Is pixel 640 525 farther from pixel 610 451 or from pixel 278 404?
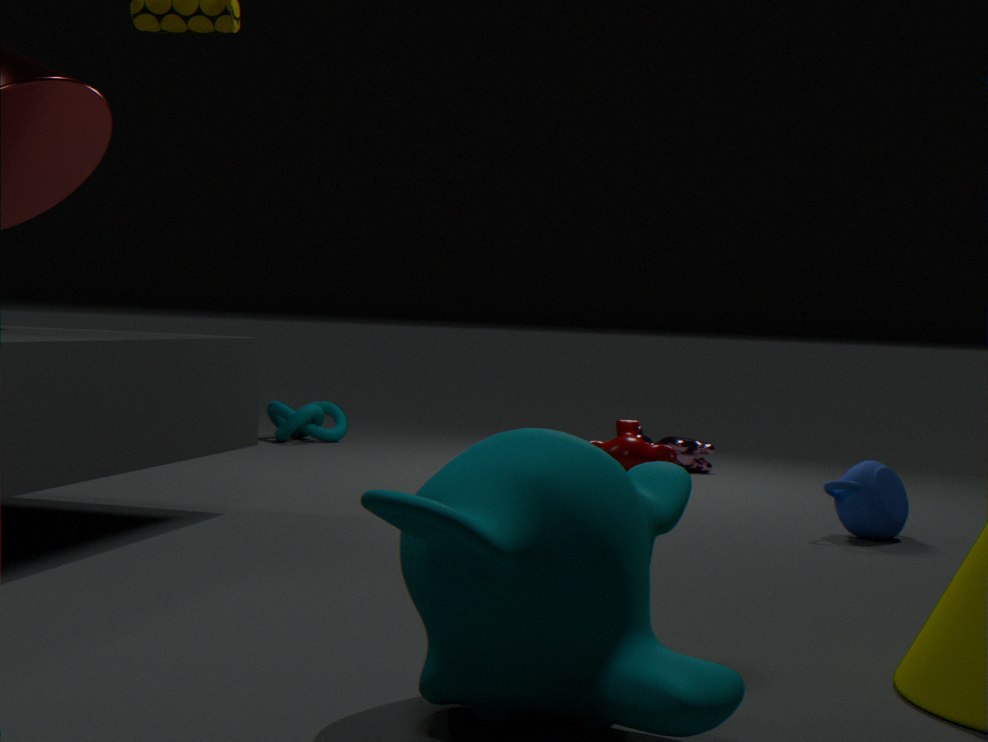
pixel 278 404
